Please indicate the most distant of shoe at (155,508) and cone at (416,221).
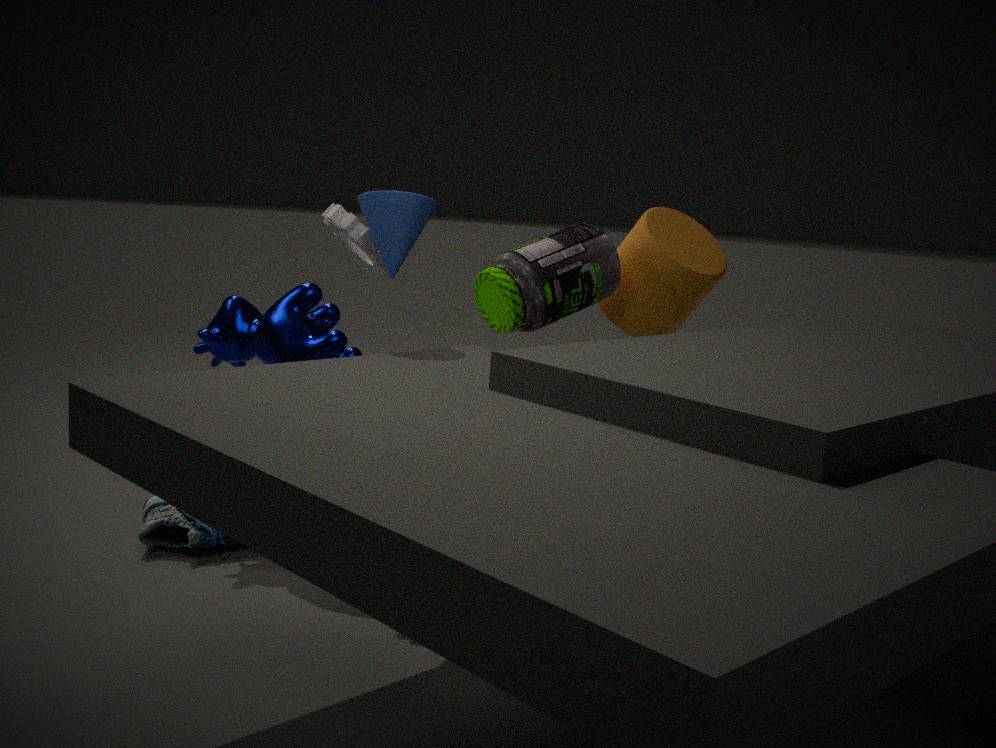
shoe at (155,508)
